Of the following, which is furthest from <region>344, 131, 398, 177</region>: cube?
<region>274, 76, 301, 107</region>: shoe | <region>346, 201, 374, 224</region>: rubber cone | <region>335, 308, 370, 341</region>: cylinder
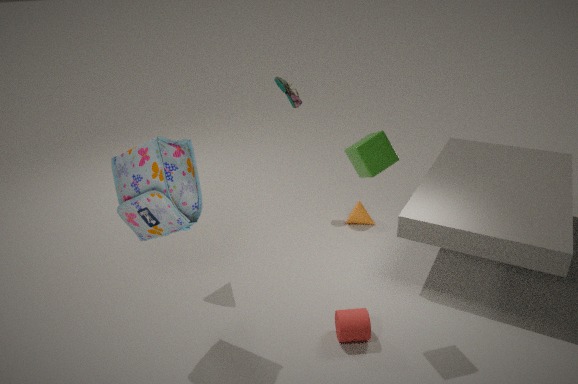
<region>274, 76, 301, 107</region>: shoe
